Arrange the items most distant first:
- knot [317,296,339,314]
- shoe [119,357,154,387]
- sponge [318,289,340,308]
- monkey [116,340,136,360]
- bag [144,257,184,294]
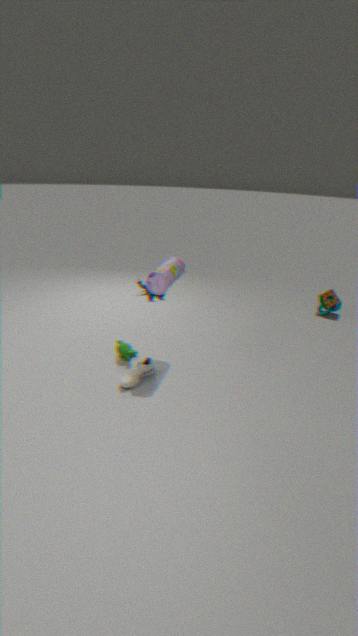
knot [317,296,339,314], sponge [318,289,340,308], monkey [116,340,136,360], shoe [119,357,154,387], bag [144,257,184,294]
